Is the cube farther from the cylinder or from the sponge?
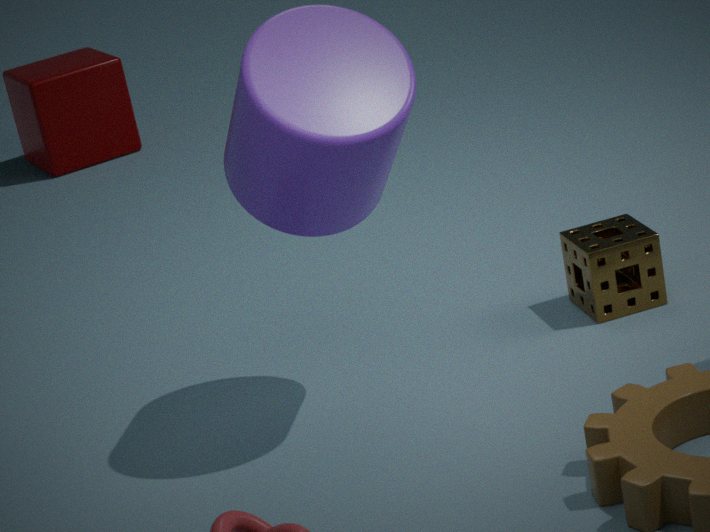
the sponge
